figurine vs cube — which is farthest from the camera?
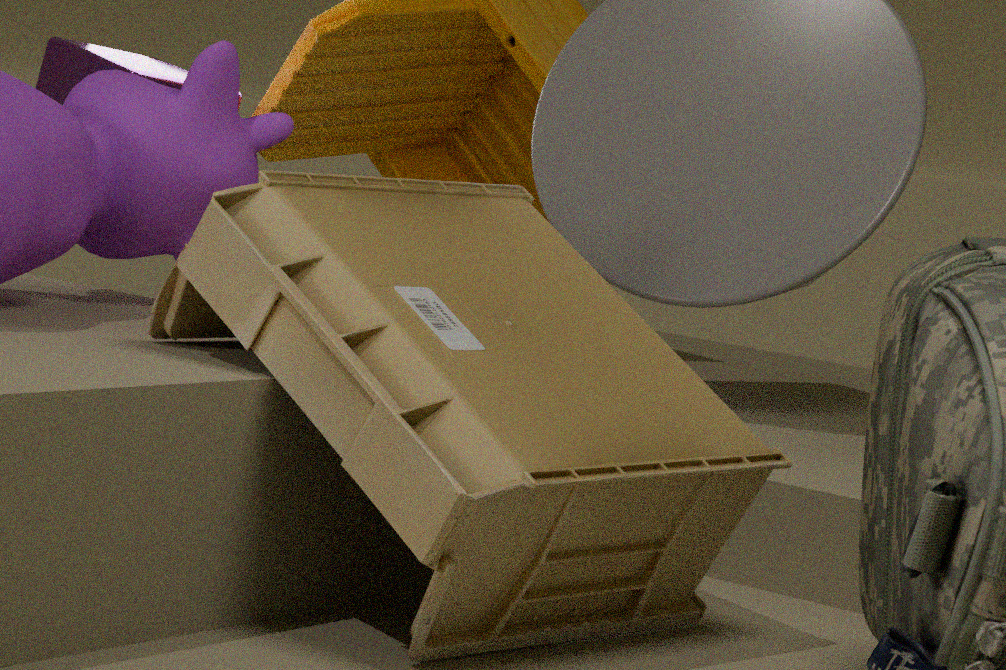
cube
